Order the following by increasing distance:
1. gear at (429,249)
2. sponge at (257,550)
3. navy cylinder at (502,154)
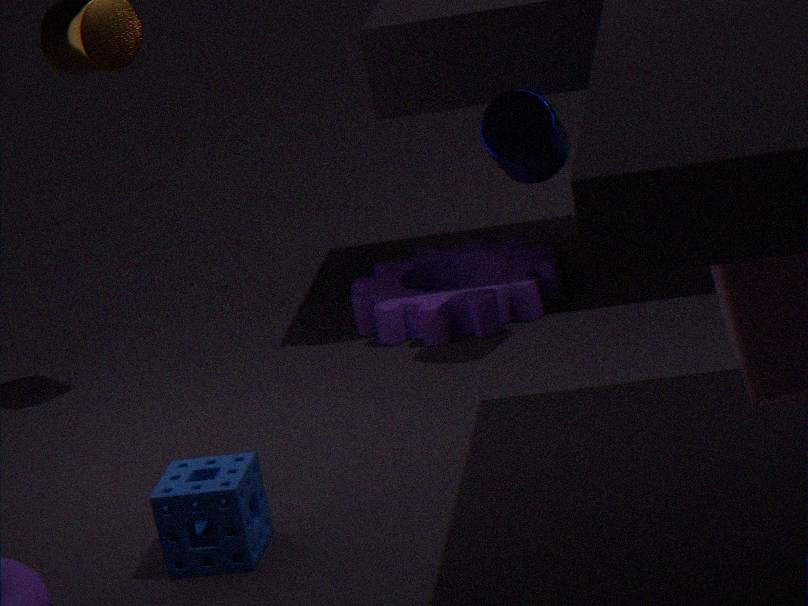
sponge at (257,550) → navy cylinder at (502,154) → gear at (429,249)
